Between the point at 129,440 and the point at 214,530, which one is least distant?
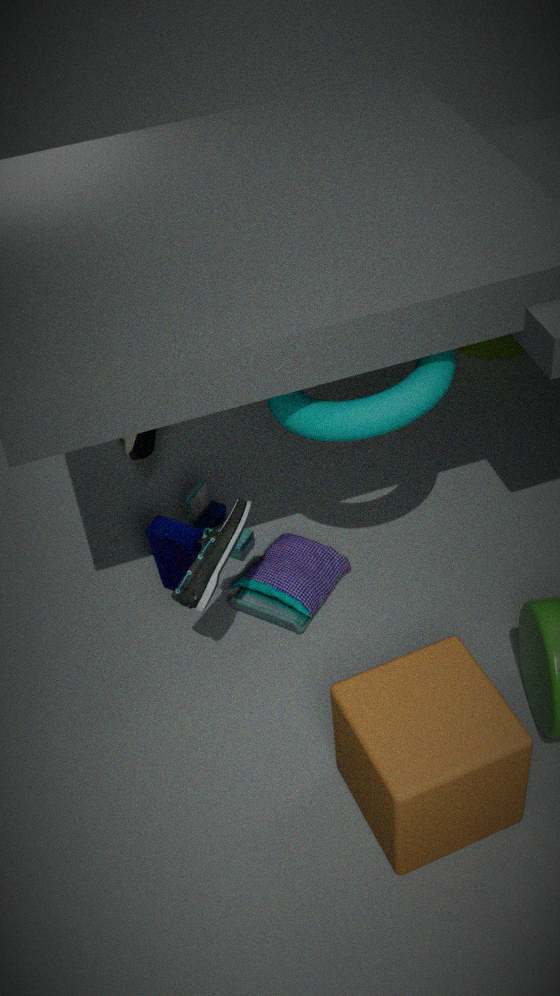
the point at 214,530
